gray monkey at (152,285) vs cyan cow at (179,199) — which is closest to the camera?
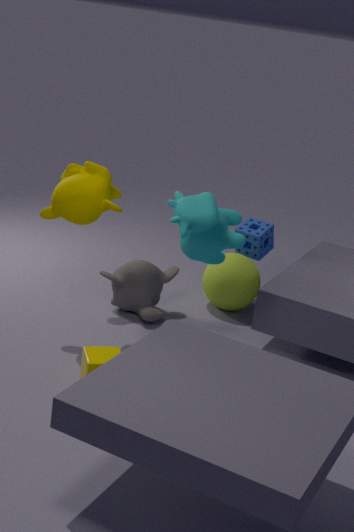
cyan cow at (179,199)
